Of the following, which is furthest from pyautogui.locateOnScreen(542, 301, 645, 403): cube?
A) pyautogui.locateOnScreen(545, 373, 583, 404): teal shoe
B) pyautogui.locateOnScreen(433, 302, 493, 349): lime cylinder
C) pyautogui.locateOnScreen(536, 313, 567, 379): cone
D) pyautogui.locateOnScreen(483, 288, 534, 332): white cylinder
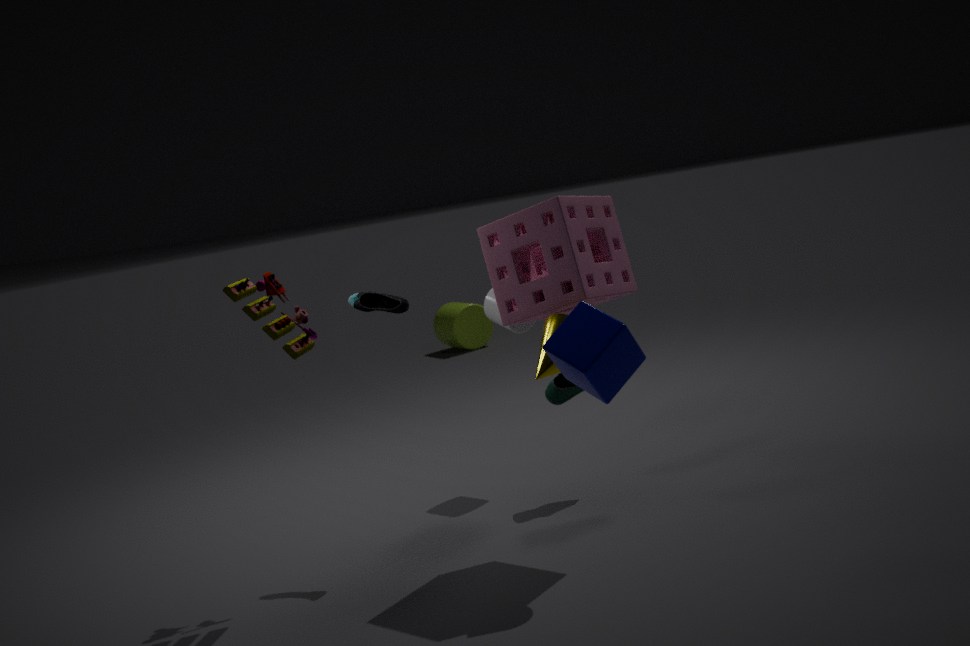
pyautogui.locateOnScreen(433, 302, 493, 349): lime cylinder
